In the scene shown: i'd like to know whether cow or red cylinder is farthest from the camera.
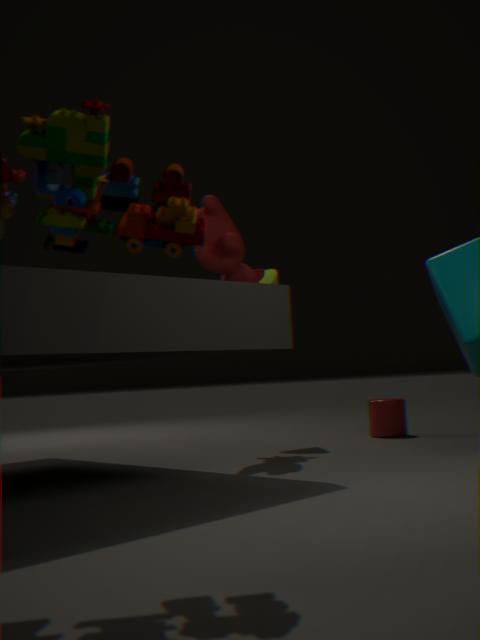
red cylinder
